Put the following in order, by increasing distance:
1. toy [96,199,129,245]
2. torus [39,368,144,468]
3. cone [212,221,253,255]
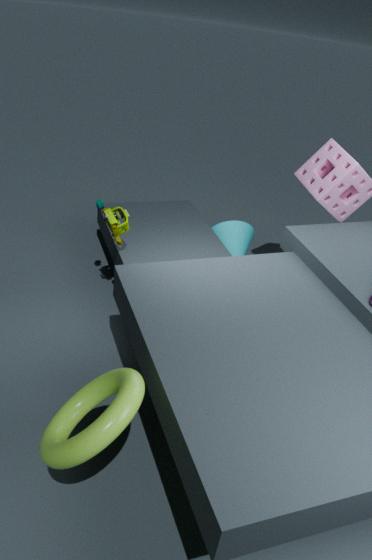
torus [39,368,144,468] < toy [96,199,129,245] < cone [212,221,253,255]
